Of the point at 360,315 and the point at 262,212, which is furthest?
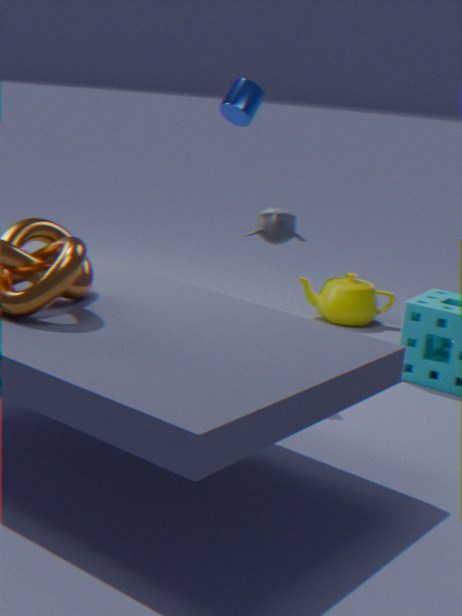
the point at 360,315
